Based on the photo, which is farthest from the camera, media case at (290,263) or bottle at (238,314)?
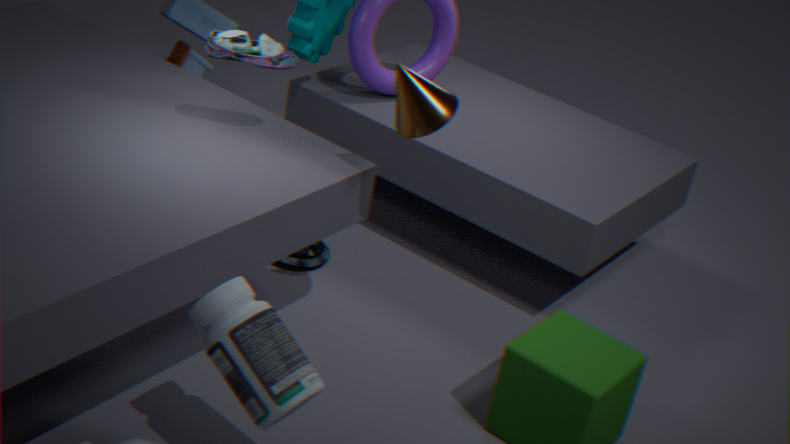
media case at (290,263)
